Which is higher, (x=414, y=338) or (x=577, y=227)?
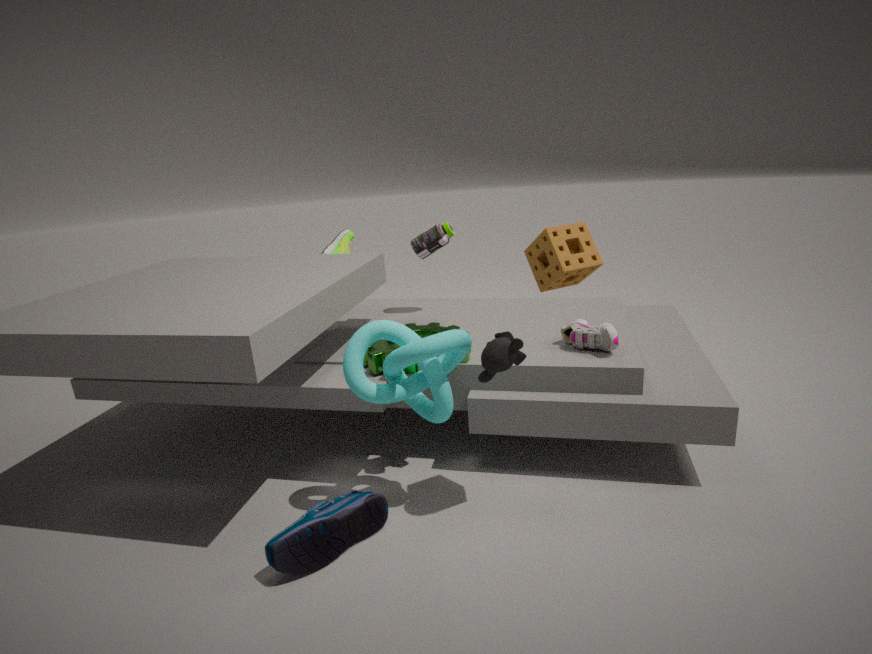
(x=577, y=227)
